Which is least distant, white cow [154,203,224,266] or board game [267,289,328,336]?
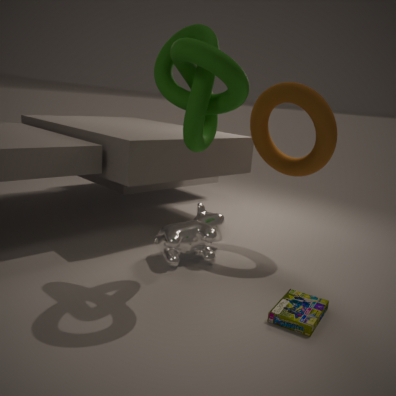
board game [267,289,328,336]
